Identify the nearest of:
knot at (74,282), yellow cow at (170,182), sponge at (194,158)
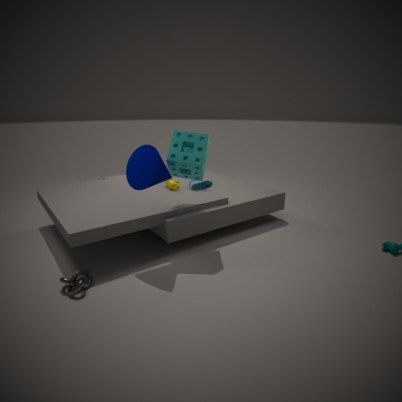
knot at (74,282)
